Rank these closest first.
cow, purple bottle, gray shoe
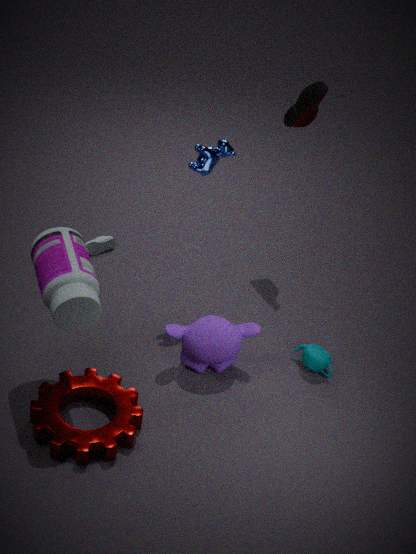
purple bottle
cow
gray shoe
